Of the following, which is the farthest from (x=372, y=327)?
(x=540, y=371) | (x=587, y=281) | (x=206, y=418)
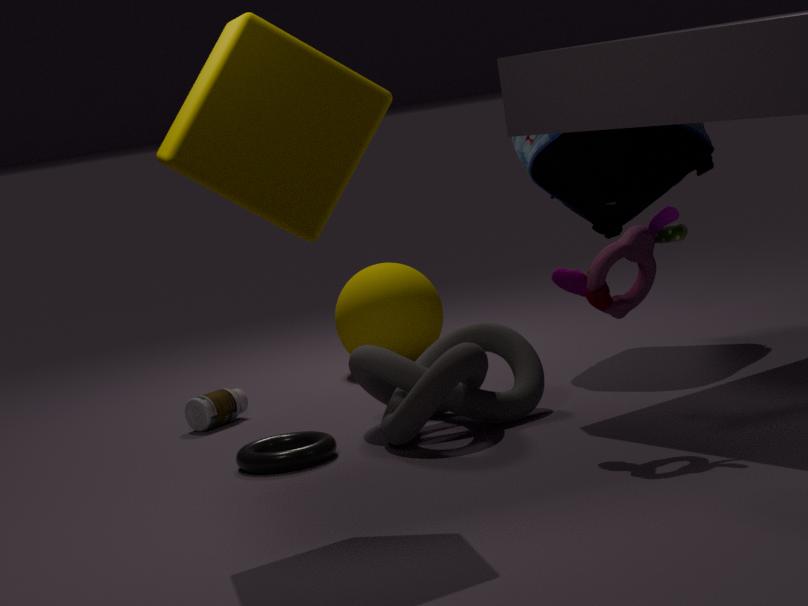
(x=587, y=281)
